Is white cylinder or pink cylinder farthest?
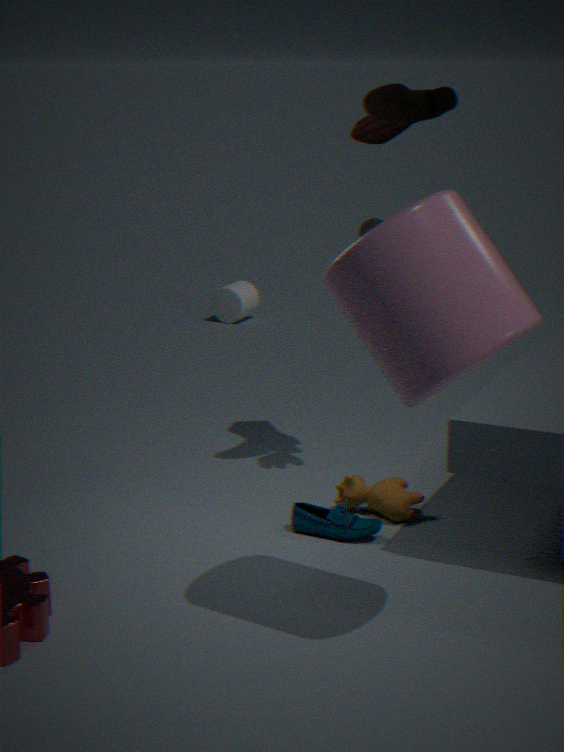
white cylinder
